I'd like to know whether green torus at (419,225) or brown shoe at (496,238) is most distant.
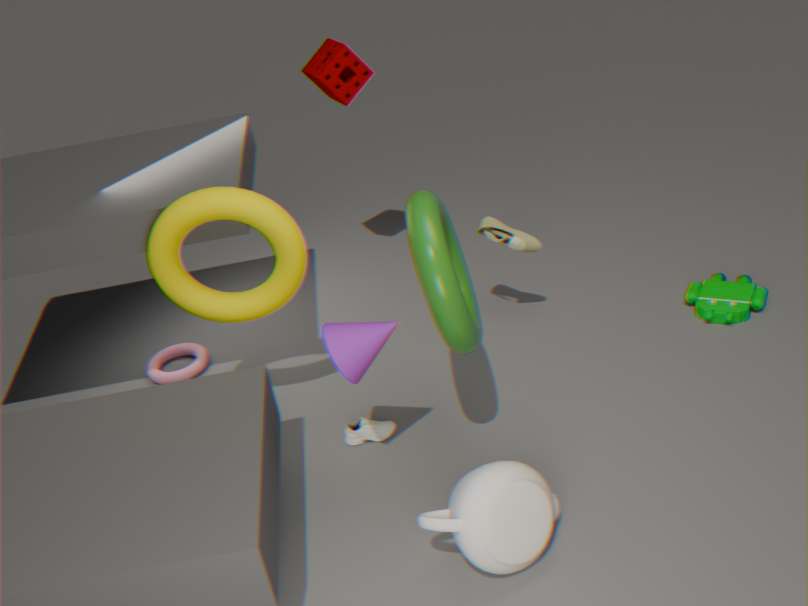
brown shoe at (496,238)
